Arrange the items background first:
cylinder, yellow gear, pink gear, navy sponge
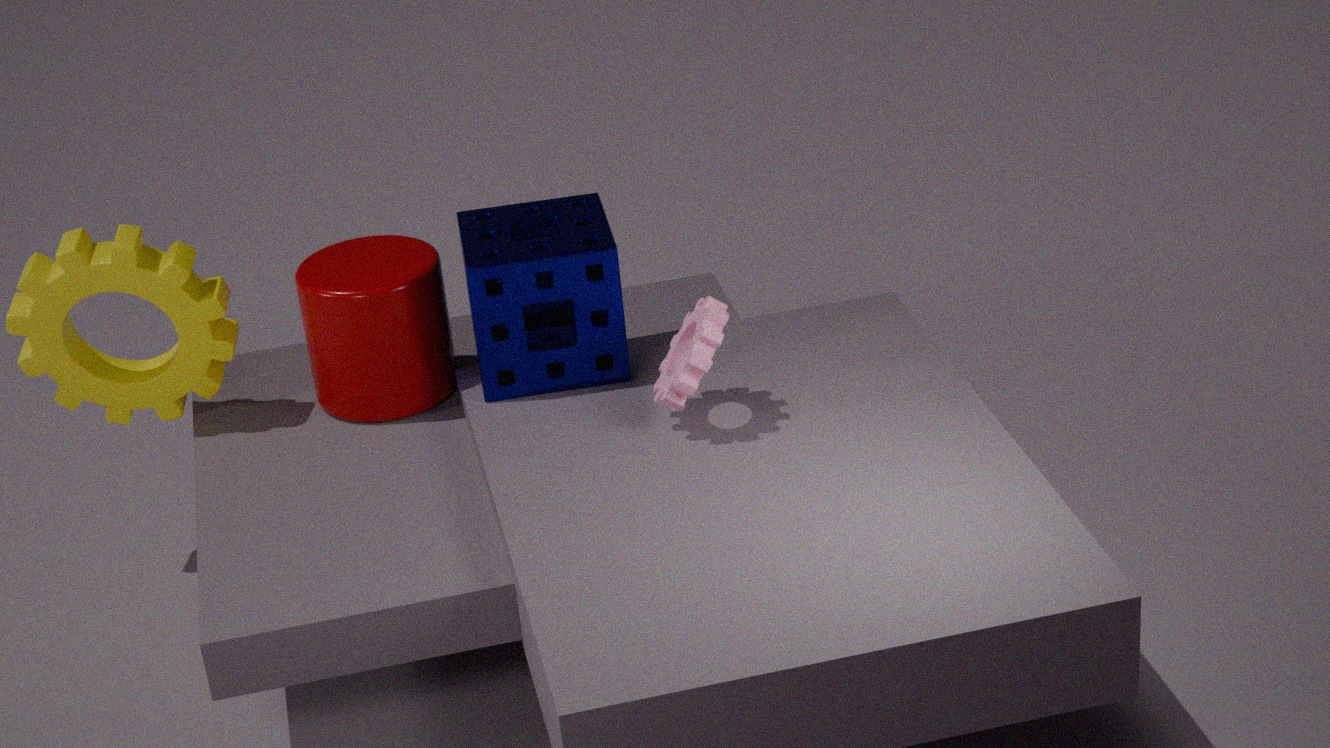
cylinder, yellow gear, navy sponge, pink gear
